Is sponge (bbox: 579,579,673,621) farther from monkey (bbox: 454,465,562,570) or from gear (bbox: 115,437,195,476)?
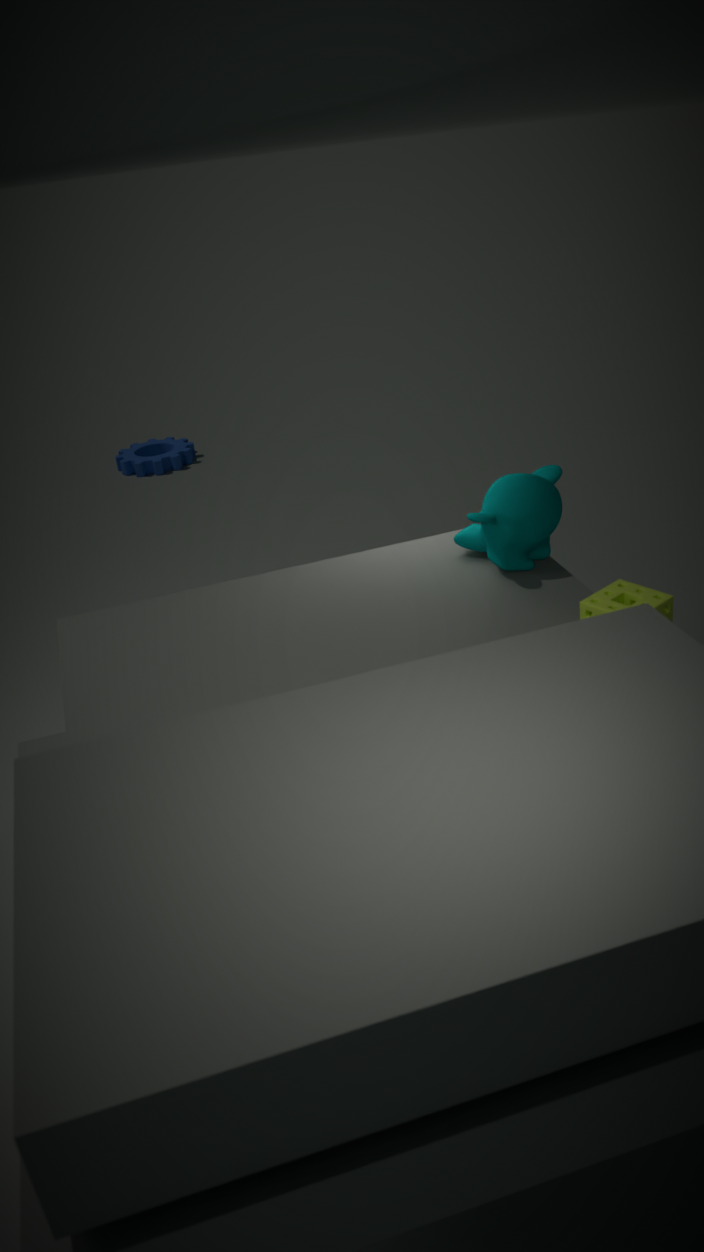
gear (bbox: 115,437,195,476)
